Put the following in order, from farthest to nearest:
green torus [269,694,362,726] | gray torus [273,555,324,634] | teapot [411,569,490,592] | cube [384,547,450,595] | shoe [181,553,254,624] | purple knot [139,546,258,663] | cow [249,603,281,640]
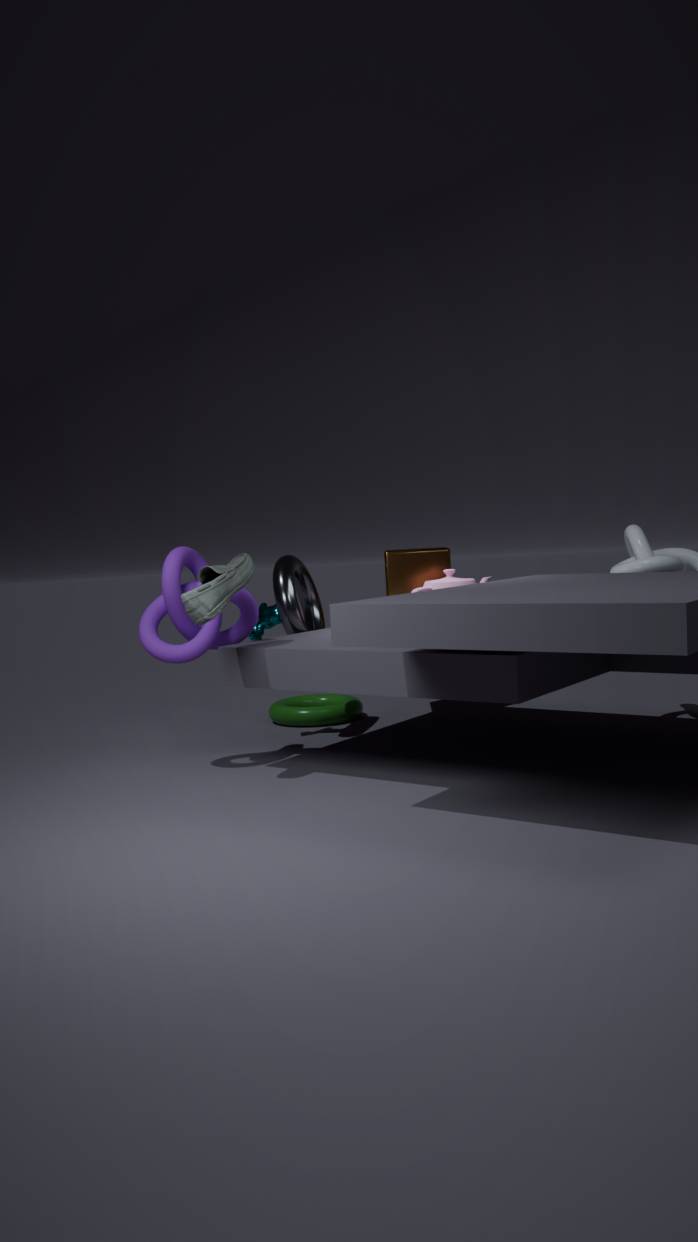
green torus [269,694,362,726] < cube [384,547,450,595] < cow [249,603,281,640] < gray torus [273,555,324,634] < teapot [411,569,490,592] < purple knot [139,546,258,663] < shoe [181,553,254,624]
